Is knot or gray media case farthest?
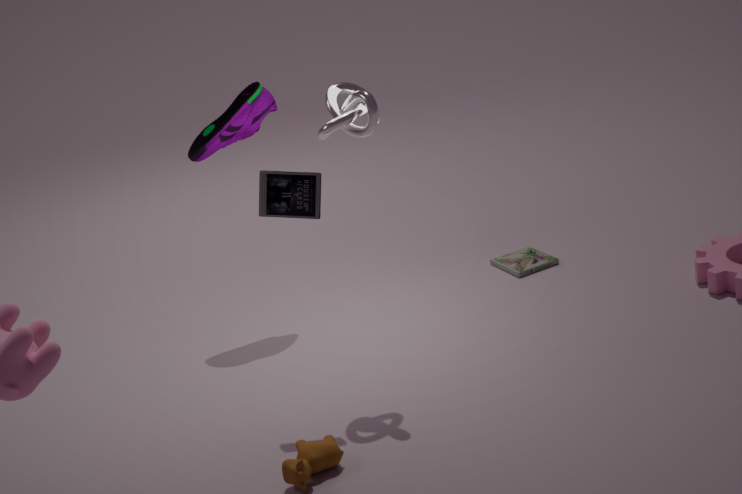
gray media case
